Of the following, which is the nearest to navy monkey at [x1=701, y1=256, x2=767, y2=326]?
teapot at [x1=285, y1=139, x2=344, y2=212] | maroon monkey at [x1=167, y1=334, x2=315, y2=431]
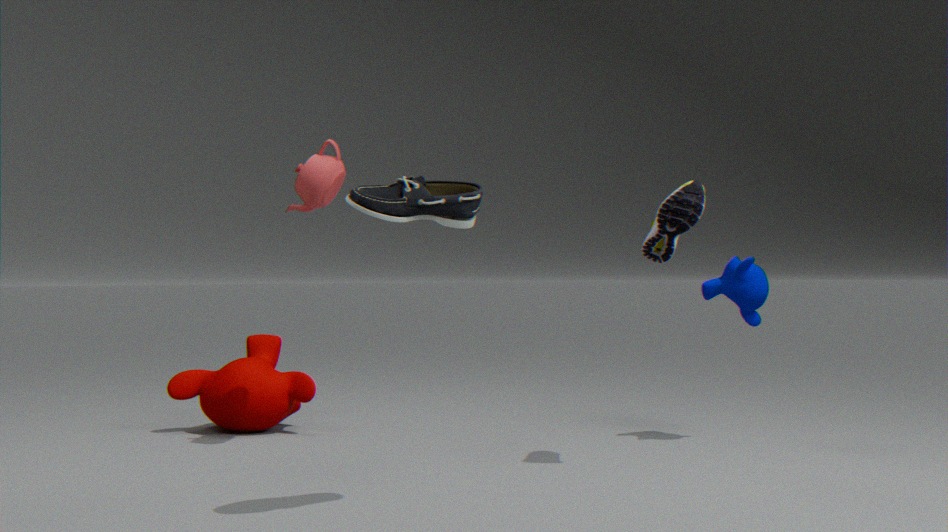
teapot at [x1=285, y1=139, x2=344, y2=212]
